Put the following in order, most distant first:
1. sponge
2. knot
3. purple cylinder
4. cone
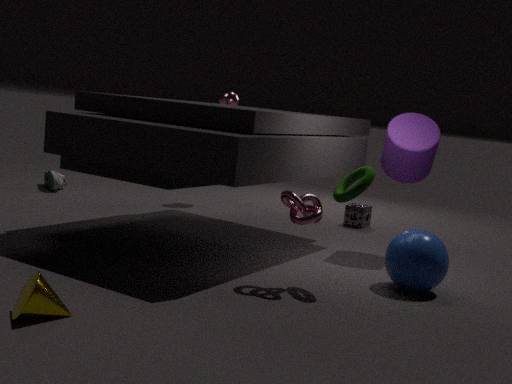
1. sponge
2. purple cylinder
3. knot
4. cone
